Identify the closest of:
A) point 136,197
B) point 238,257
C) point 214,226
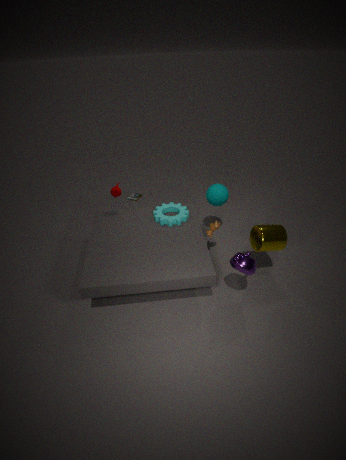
point 238,257
